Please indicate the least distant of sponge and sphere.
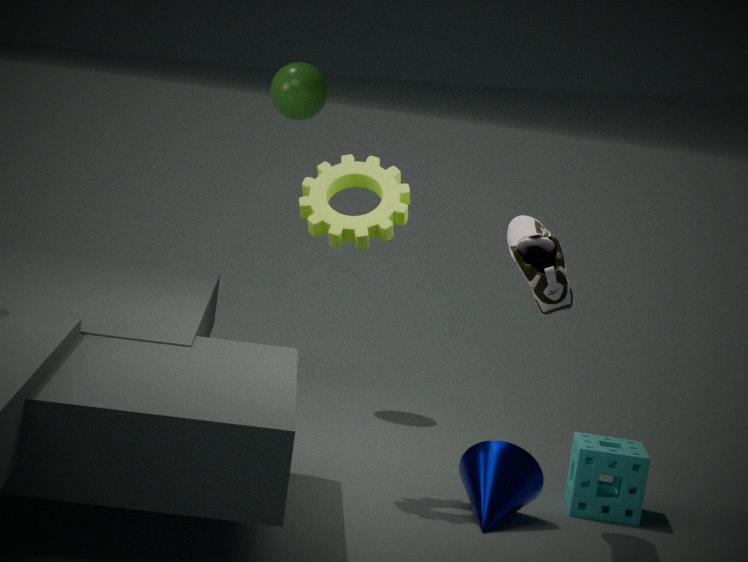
sponge
